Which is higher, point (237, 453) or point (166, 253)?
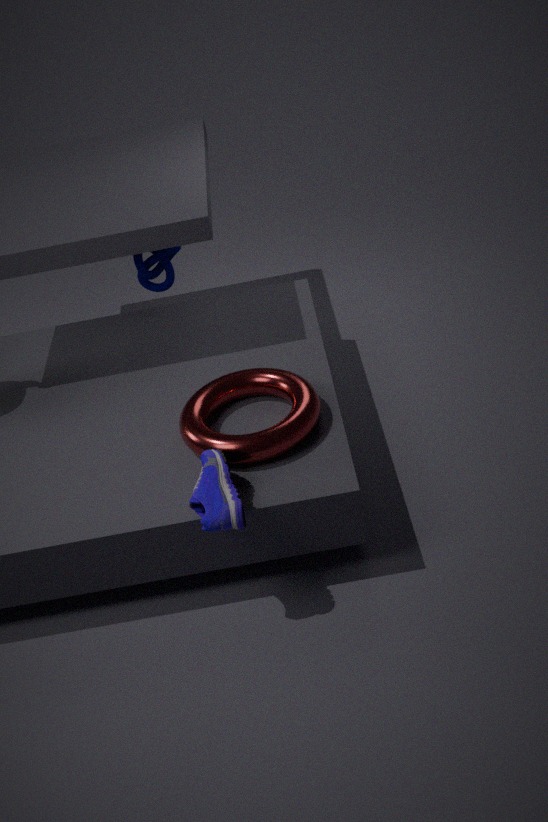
point (166, 253)
